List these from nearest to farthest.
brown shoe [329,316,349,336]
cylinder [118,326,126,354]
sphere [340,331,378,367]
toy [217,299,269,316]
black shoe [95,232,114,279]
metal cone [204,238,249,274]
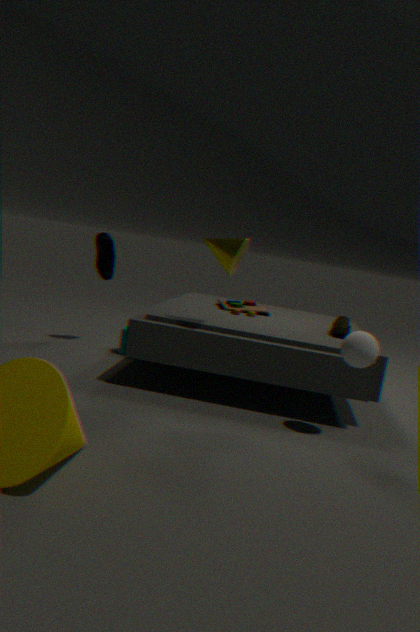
1. sphere [340,331,378,367]
2. metal cone [204,238,249,274]
3. brown shoe [329,316,349,336]
4. toy [217,299,269,316]
5. black shoe [95,232,114,279]
6. cylinder [118,326,126,354]
